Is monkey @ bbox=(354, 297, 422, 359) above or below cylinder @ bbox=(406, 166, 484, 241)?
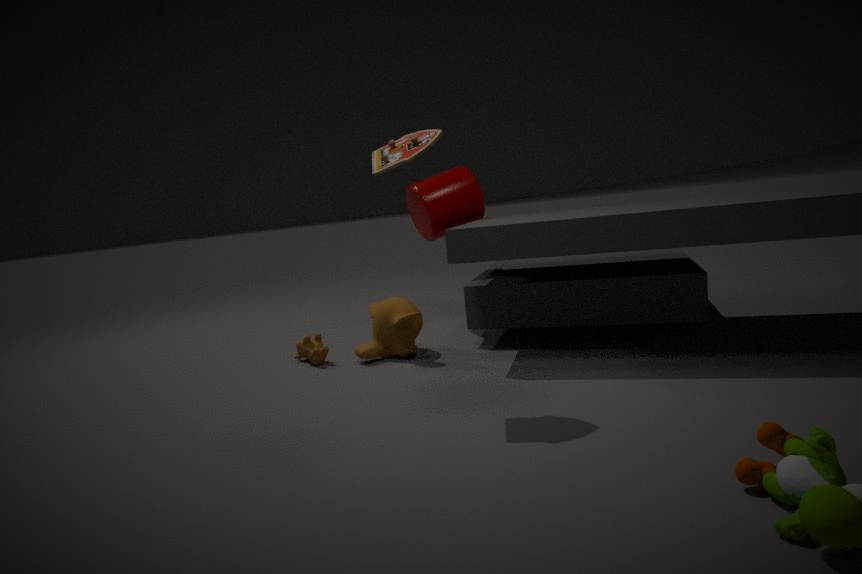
below
